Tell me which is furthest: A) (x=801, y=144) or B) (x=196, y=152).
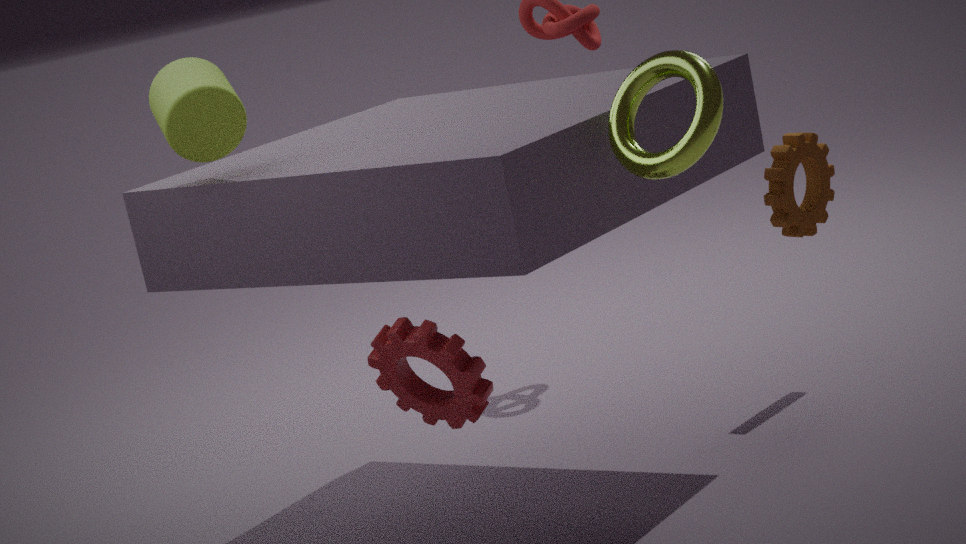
A. (x=801, y=144)
